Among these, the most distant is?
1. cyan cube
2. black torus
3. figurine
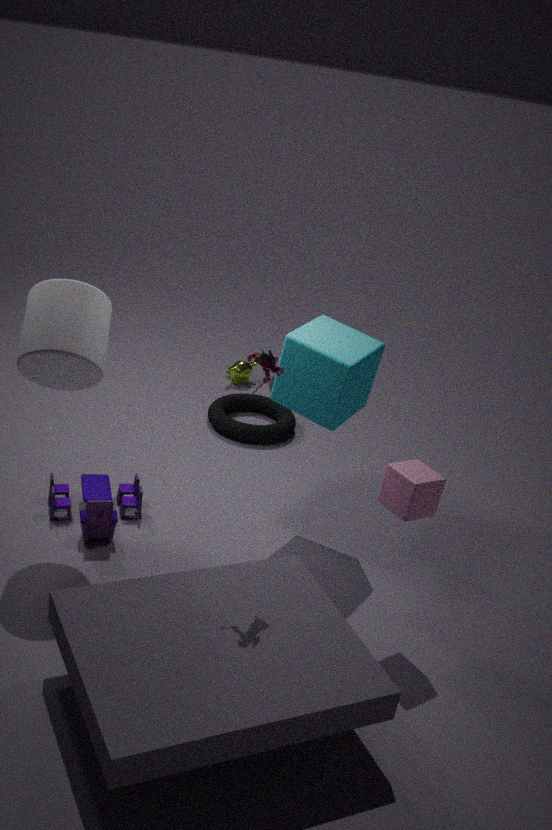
black torus
